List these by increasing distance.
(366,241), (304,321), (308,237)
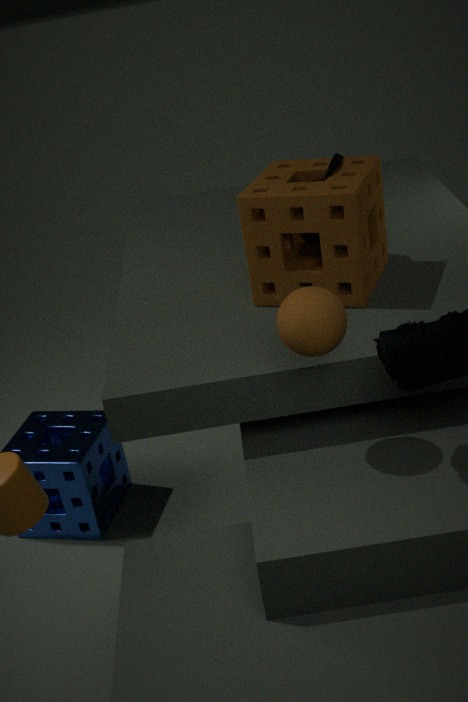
(304,321) → (366,241) → (308,237)
